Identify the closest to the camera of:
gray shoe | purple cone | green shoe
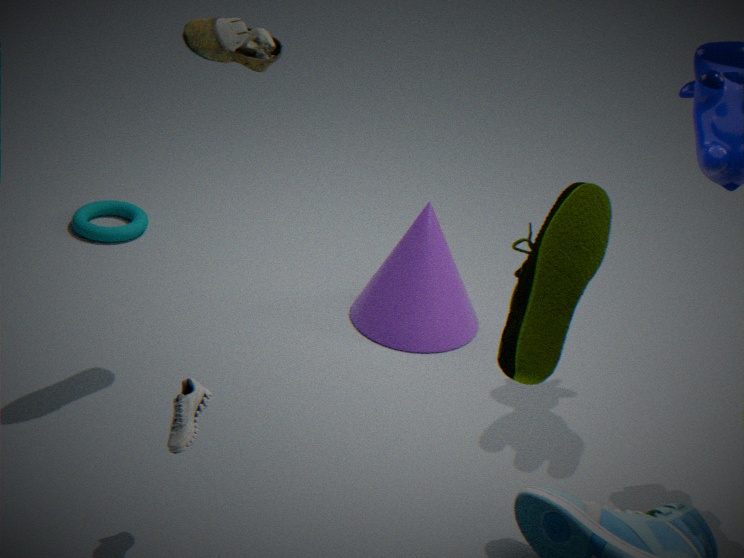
green shoe
